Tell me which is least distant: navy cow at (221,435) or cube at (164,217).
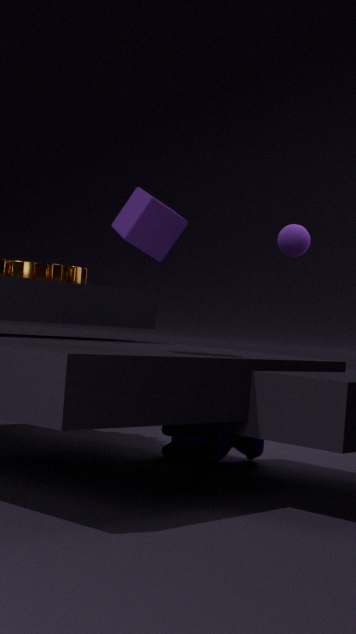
cube at (164,217)
